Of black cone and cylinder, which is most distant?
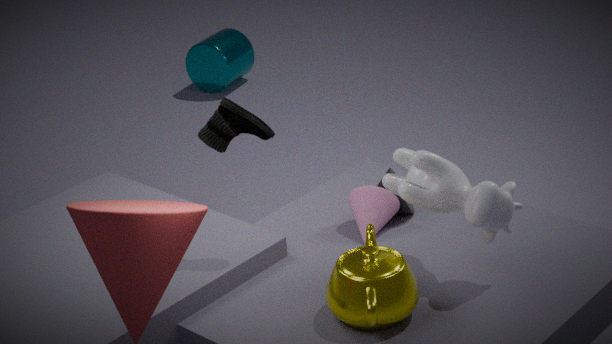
cylinder
